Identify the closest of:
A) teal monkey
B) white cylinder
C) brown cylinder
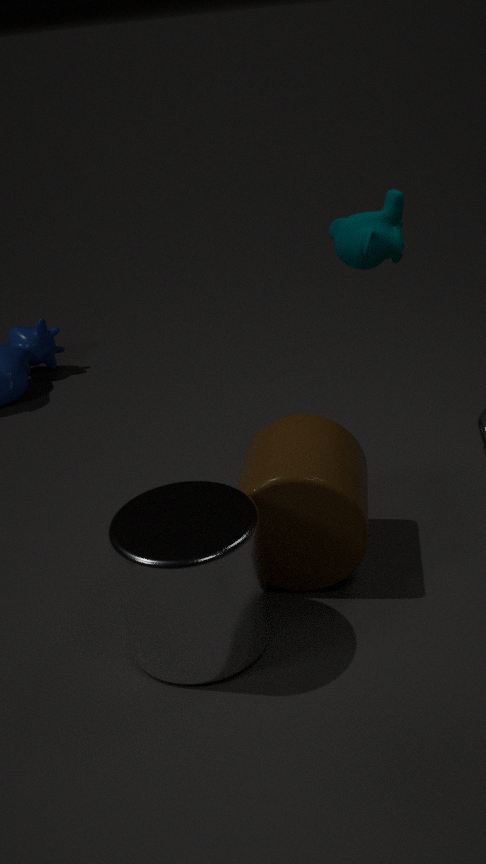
white cylinder
